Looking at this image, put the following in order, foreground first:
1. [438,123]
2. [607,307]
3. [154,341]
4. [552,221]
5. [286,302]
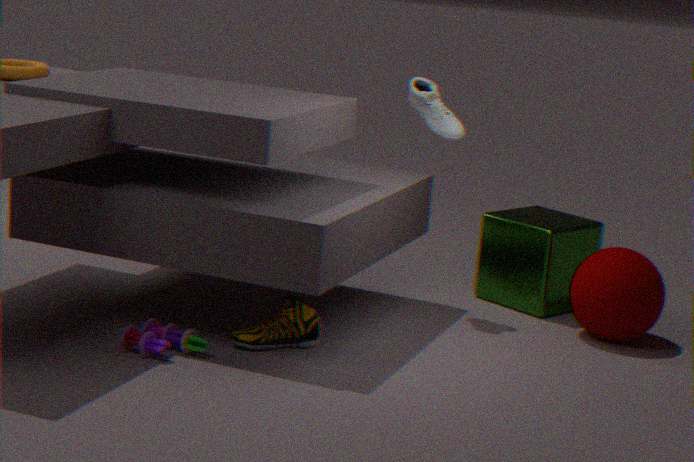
[154,341], [286,302], [607,307], [438,123], [552,221]
